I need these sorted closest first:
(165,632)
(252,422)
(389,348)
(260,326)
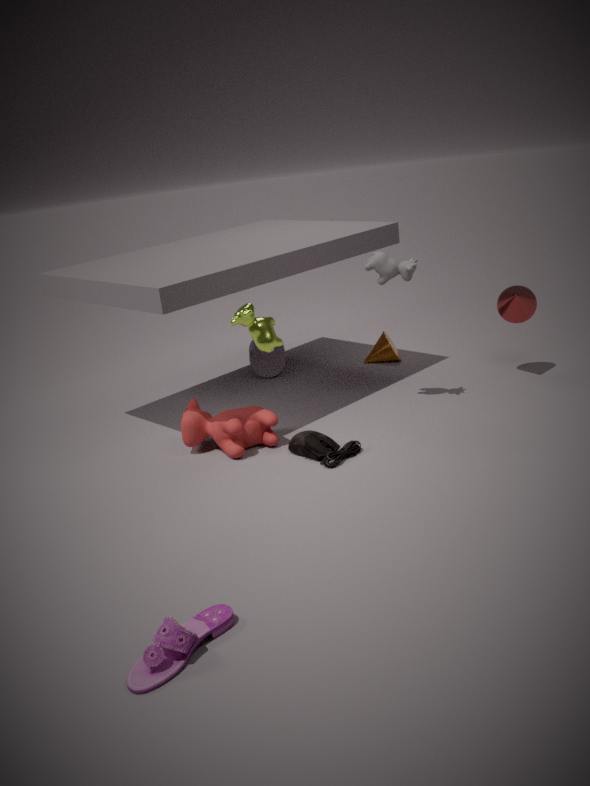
(165,632) → (260,326) → (252,422) → (389,348)
